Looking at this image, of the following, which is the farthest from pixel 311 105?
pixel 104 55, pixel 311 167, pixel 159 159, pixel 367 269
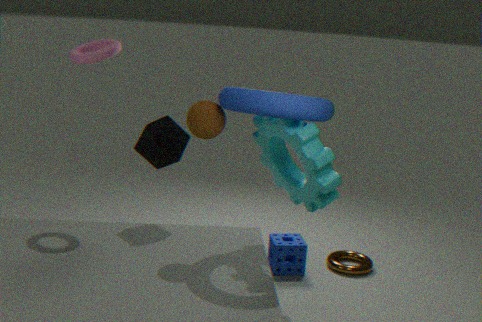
pixel 367 269
